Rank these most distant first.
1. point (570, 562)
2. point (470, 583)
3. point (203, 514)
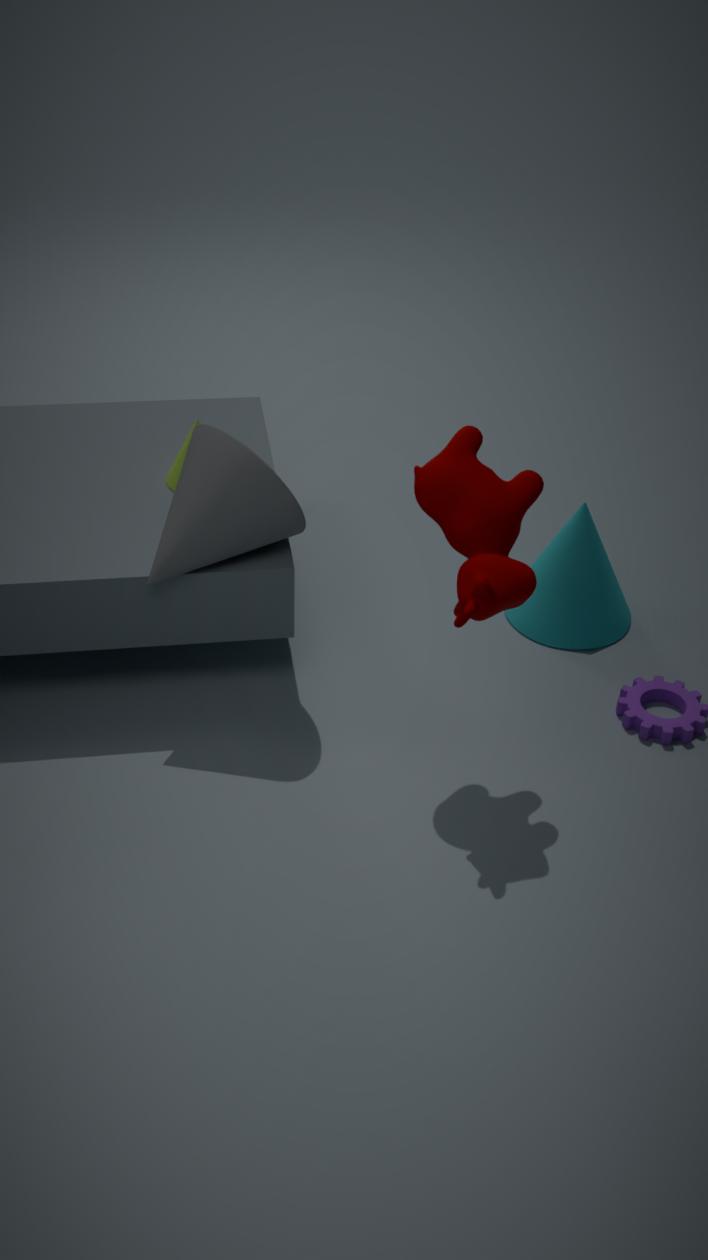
point (570, 562) → point (203, 514) → point (470, 583)
